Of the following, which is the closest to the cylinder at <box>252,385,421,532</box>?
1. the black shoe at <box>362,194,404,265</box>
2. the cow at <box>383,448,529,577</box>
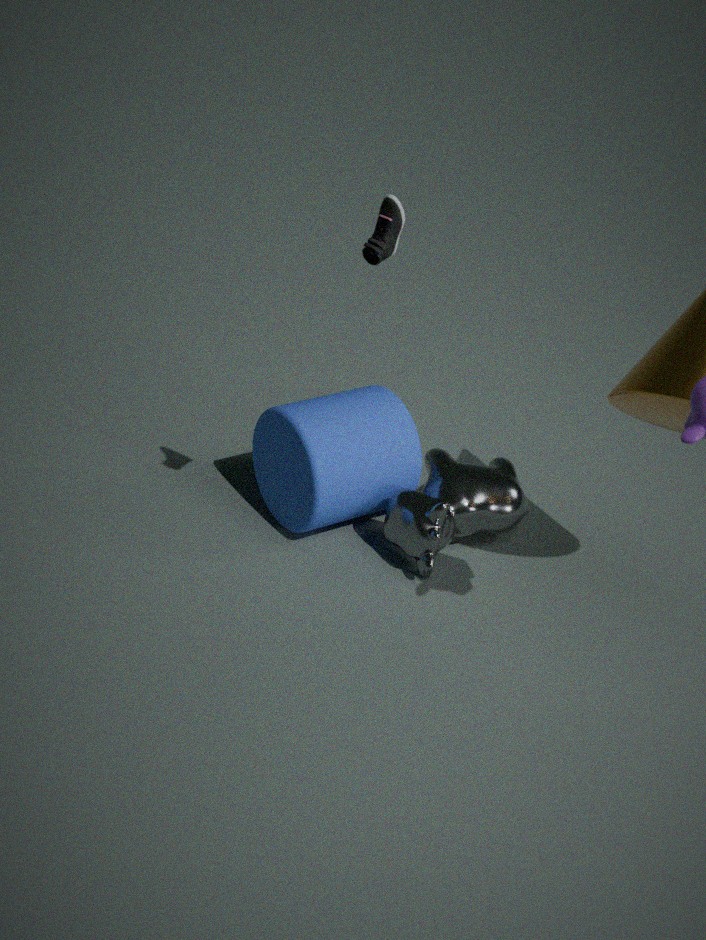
the cow at <box>383,448,529,577</box>
